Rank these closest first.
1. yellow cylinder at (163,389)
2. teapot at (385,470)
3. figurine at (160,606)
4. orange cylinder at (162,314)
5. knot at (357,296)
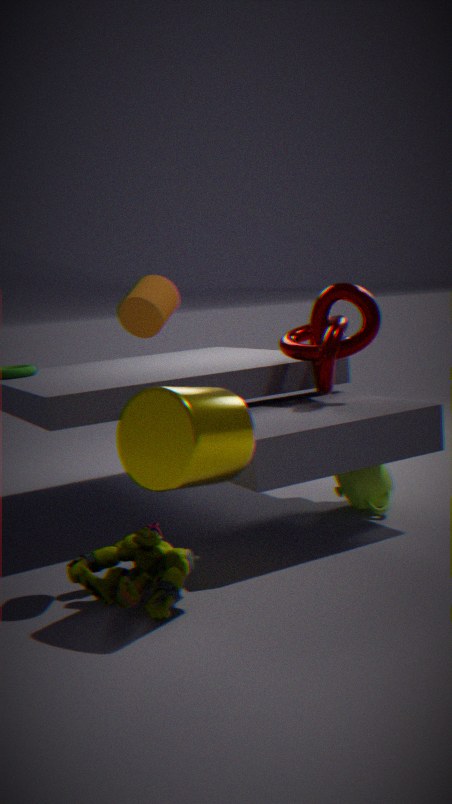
yellow cylinder at (163,389) < figurine at (160,606) < orange cylinder at (162,314) < knot at (357,296) < teapot at (385,470)
